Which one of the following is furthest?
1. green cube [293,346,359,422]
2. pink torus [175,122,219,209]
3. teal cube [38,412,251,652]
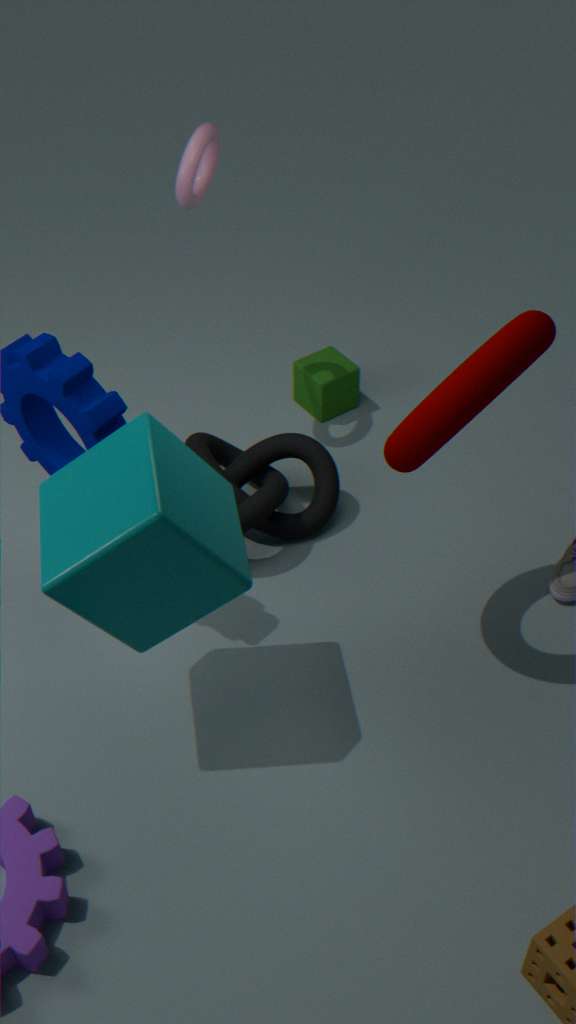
green cube [293,346,359,422]
